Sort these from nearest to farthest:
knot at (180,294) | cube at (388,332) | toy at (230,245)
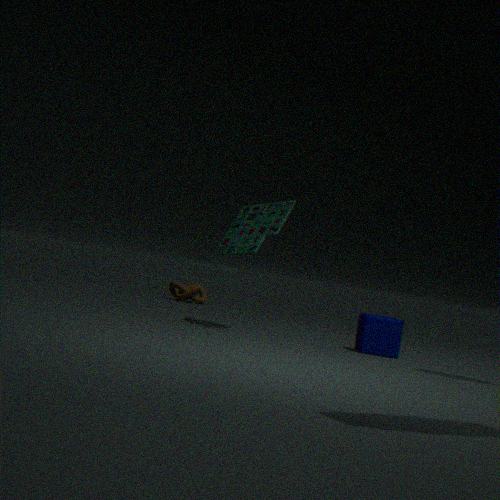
cube at (388,332) < toy at (230,245) < knot at (180,294)
